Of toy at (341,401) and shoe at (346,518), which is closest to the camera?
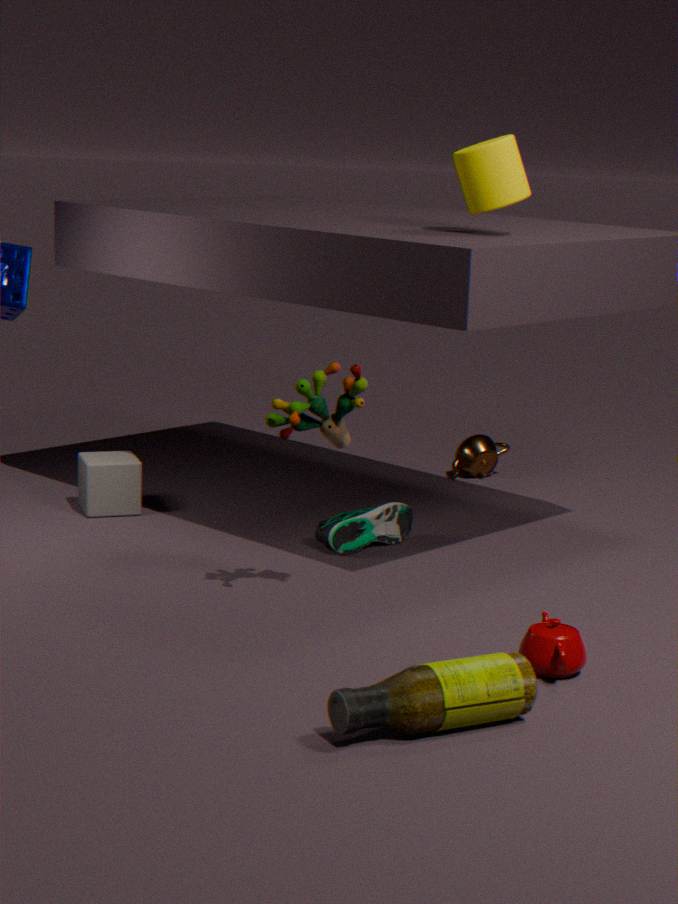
toy at (341,401)
